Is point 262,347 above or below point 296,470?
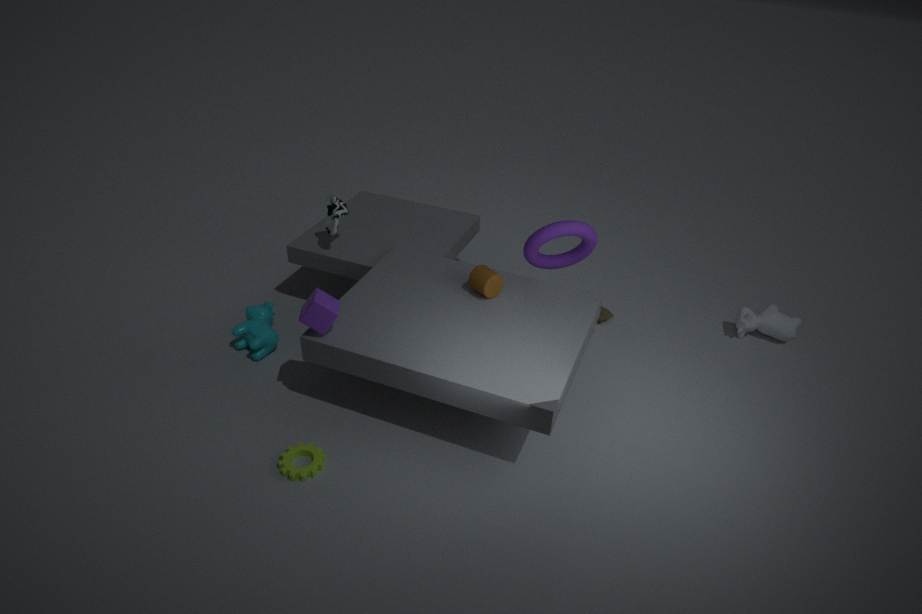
above
